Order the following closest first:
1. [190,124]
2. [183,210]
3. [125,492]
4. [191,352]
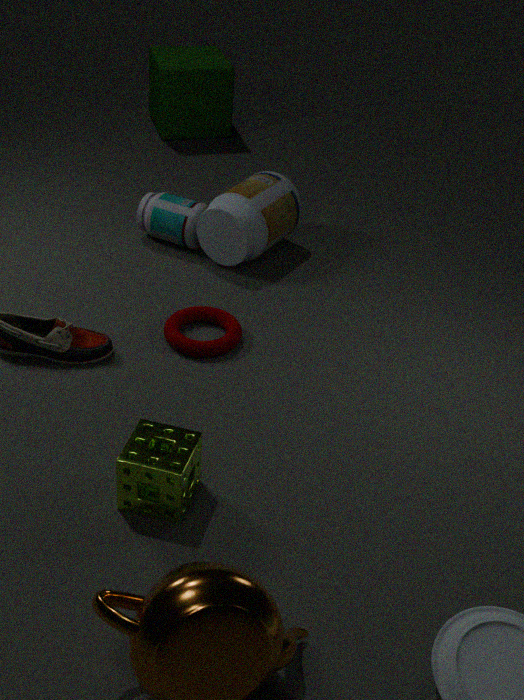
[125,492] < [191,352] < [183,210] < [190,124]
